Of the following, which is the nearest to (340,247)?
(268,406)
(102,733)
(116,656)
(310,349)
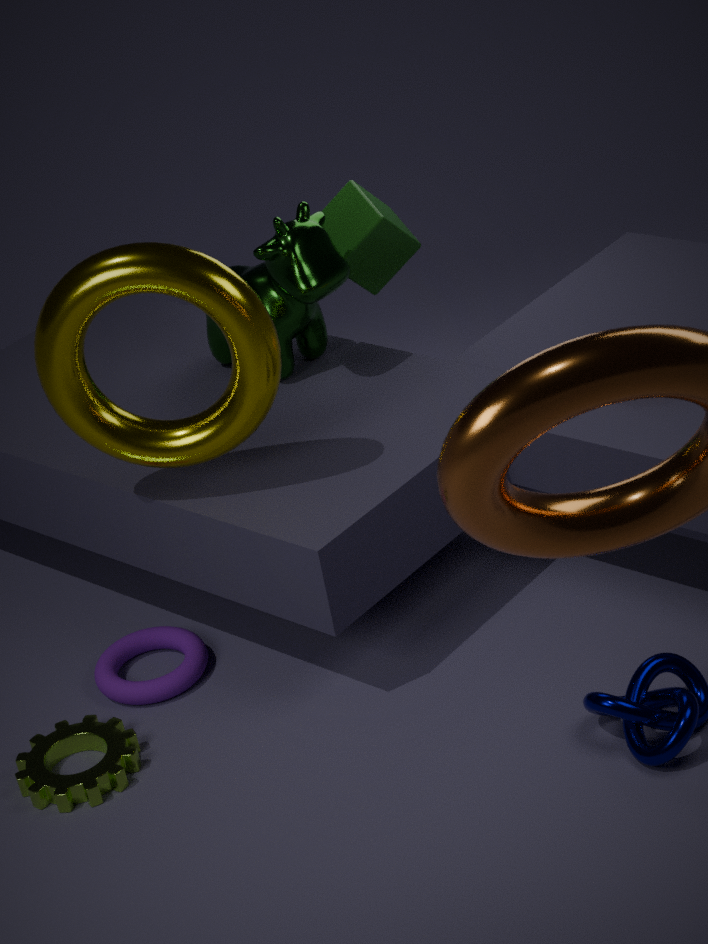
(310,349)
